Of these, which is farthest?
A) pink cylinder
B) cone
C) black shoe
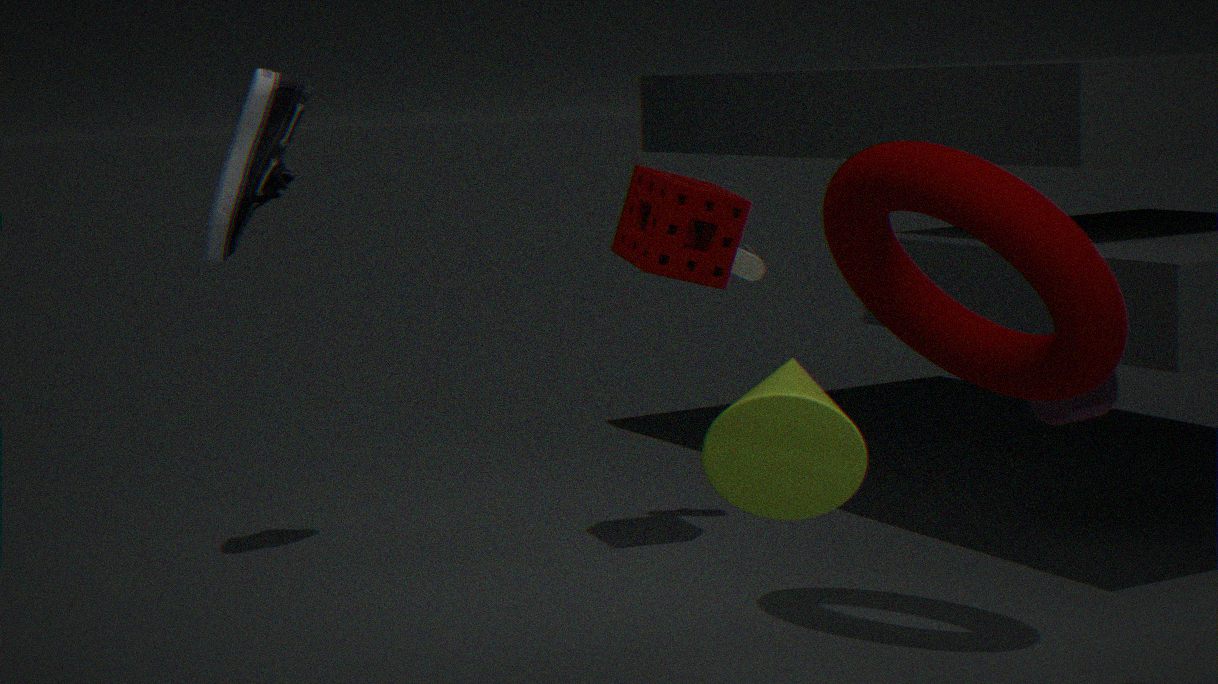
A. pink cylinder
